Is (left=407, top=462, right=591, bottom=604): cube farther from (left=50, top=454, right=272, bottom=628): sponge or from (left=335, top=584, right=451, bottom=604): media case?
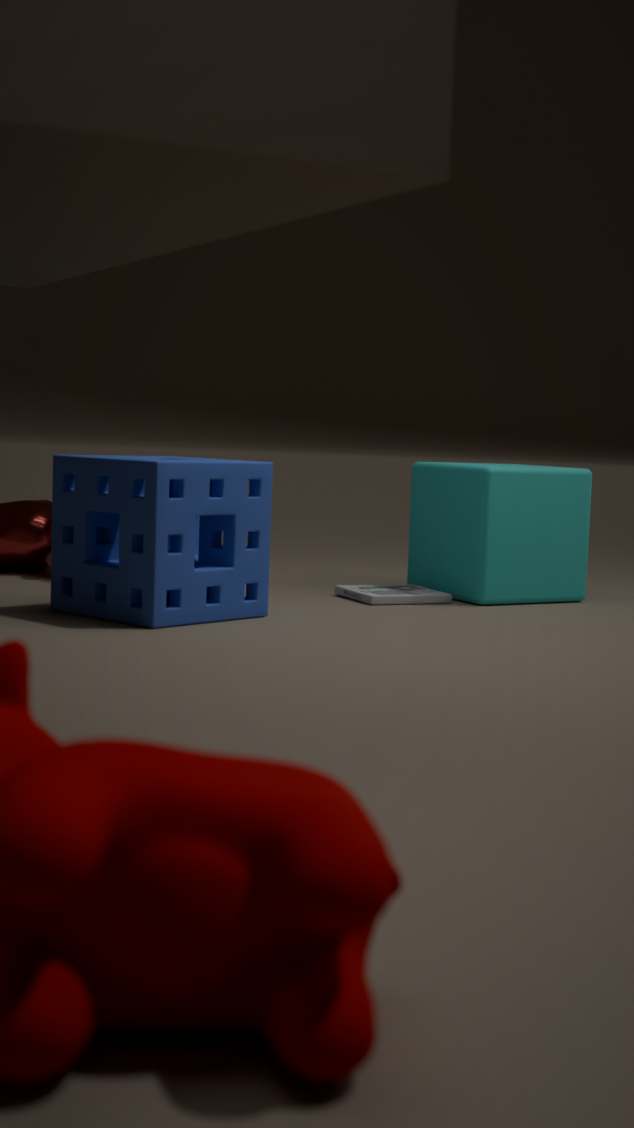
(left=50, top=454, right=272, bottom=628): sponge
